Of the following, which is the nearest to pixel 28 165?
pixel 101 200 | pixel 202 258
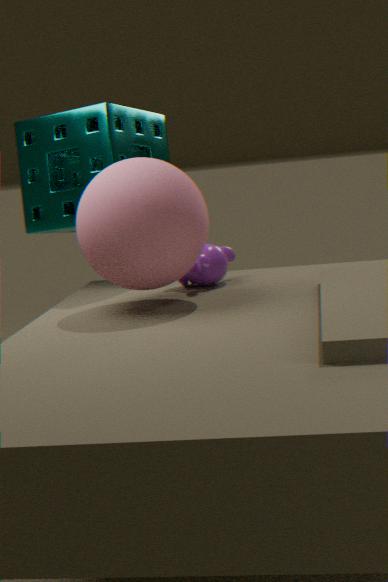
pixel 202 258
